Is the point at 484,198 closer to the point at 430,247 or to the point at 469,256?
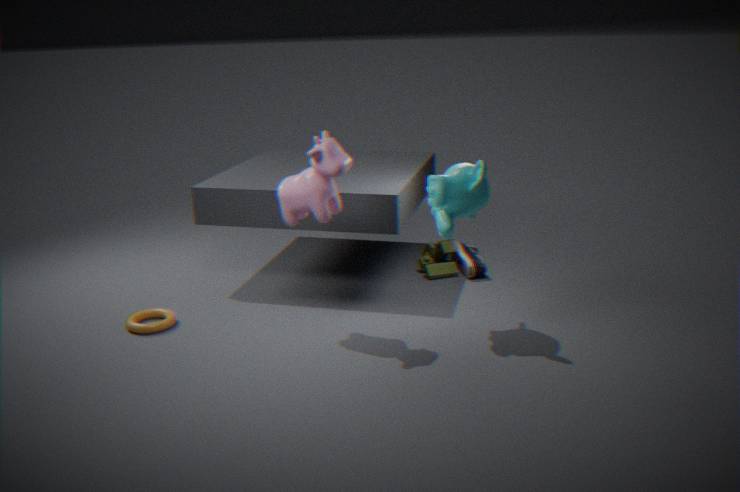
the point at 430,247
